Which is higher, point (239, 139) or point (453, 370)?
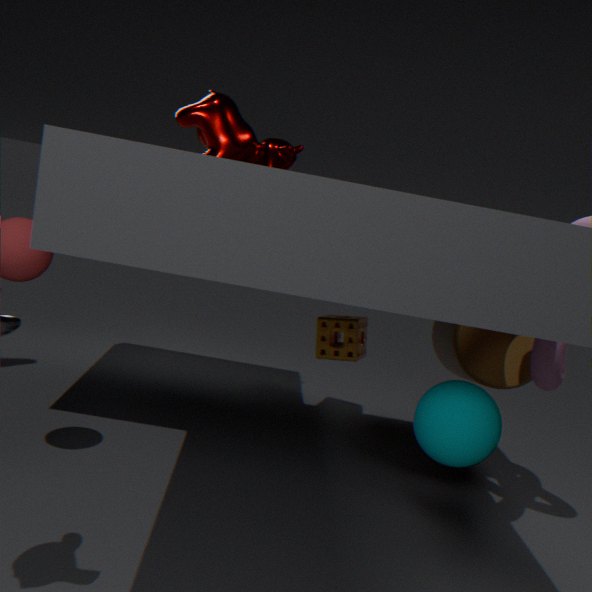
point (239, 139)
